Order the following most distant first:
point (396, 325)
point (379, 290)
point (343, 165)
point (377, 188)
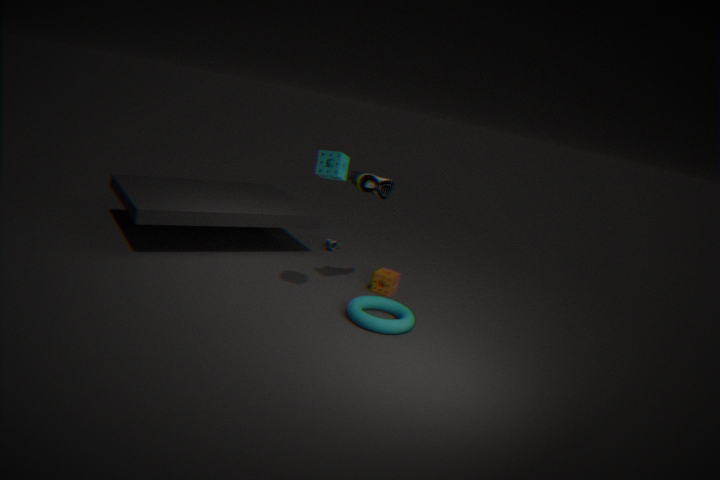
1. point (379, 290)
2. point (377, 188)
3. point (396, 325)
4. point (343, 165)
